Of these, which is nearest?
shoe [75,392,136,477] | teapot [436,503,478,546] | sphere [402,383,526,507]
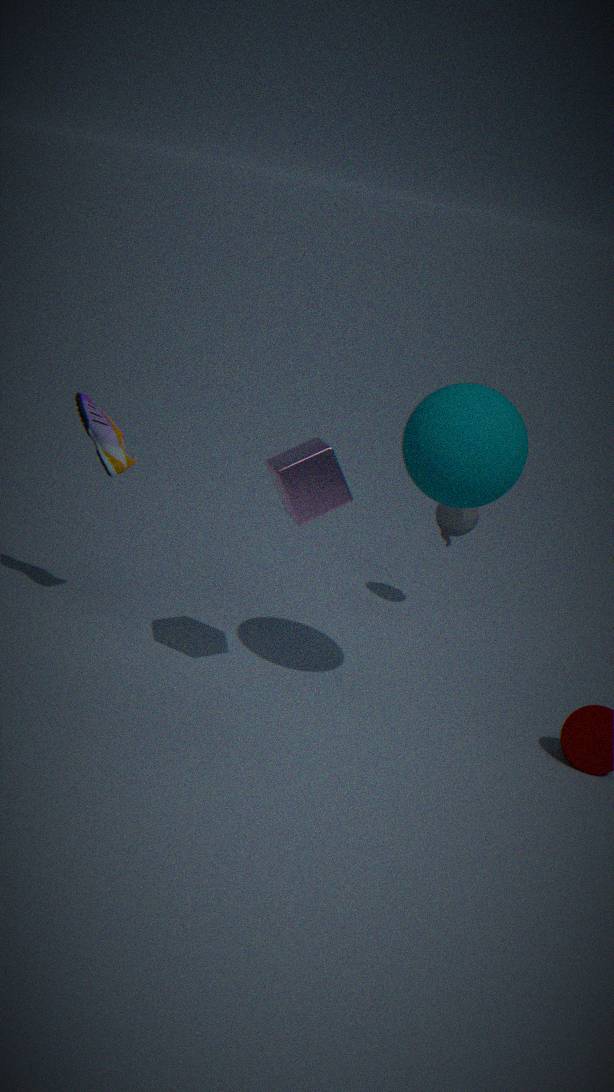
sphere [402,383,526,507]
